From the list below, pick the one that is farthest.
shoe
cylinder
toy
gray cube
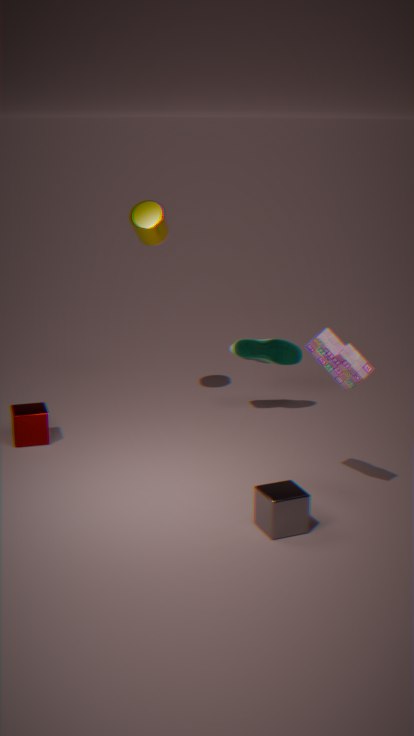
shoe
